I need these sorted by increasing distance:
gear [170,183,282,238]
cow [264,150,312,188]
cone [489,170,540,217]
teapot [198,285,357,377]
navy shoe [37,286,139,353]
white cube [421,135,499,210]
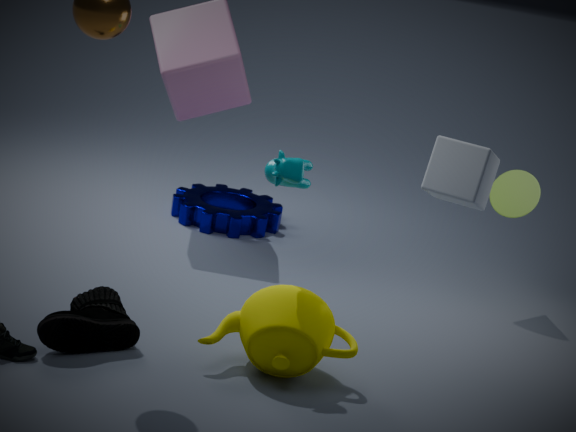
1. white cube [421,135,499,210]
2. navy shoe [37,286,139,353]
3. teapot [198,285,357,377]
4. cow [264,150,312,188]
5. cone [489,170,540,217]
6. gear [170,183,282,238]
